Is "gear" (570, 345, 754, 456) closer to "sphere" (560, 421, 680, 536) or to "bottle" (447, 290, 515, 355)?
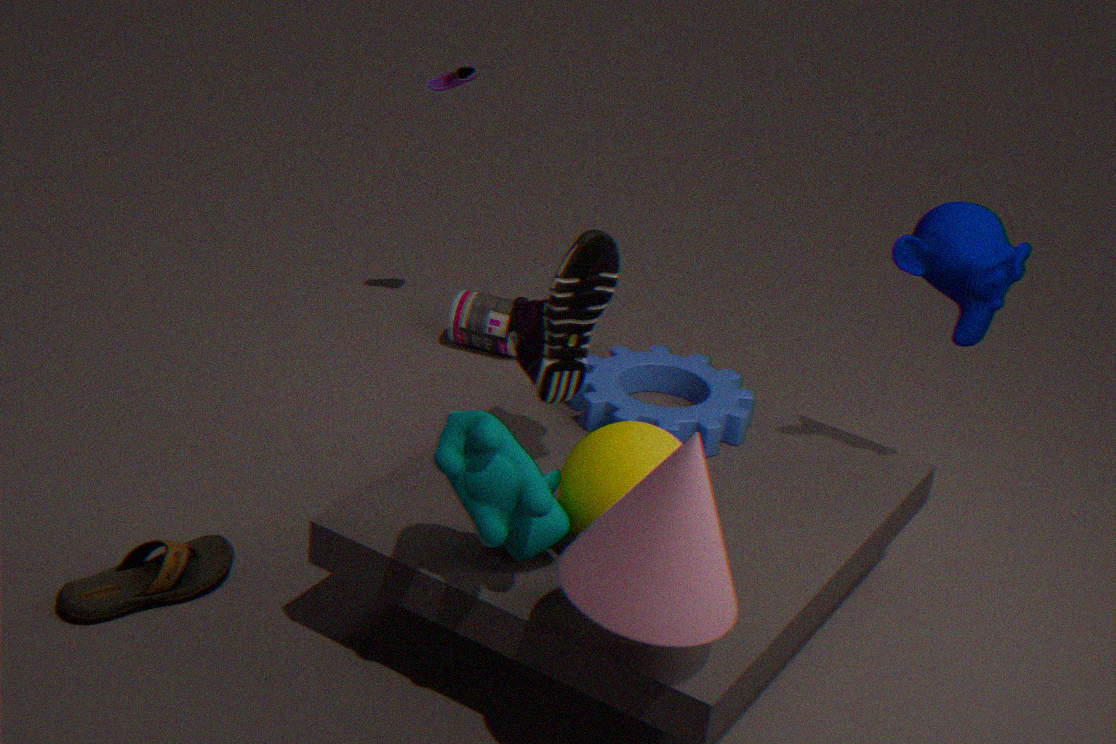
"sphere" (560, 421, 680, 536)
